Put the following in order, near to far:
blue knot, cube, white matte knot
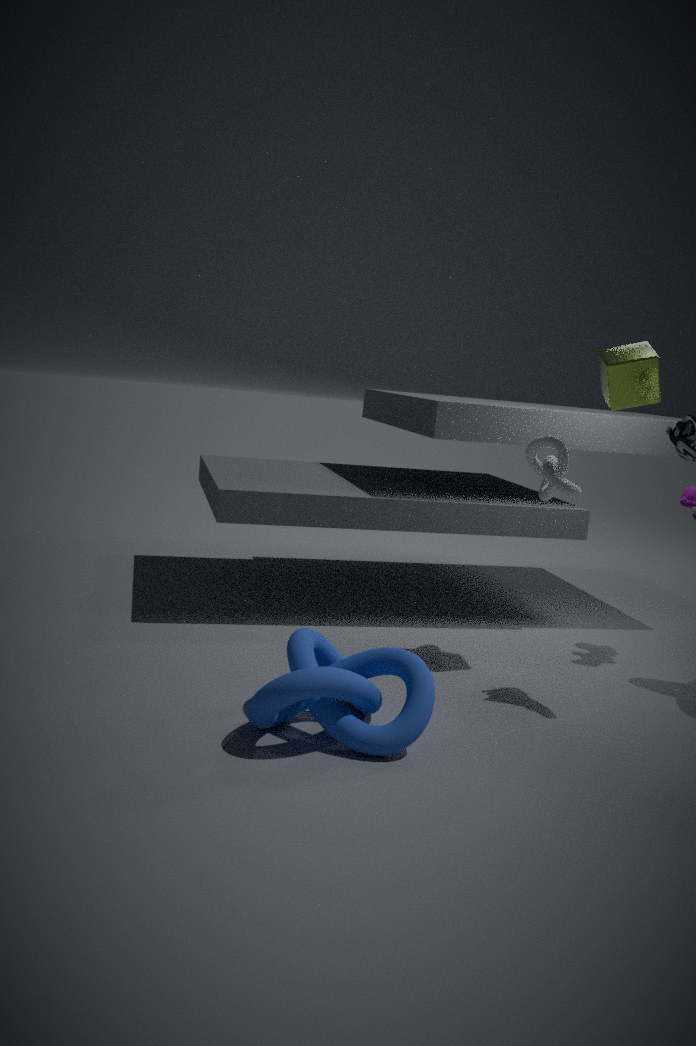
blue knot → cube → white matte knot
